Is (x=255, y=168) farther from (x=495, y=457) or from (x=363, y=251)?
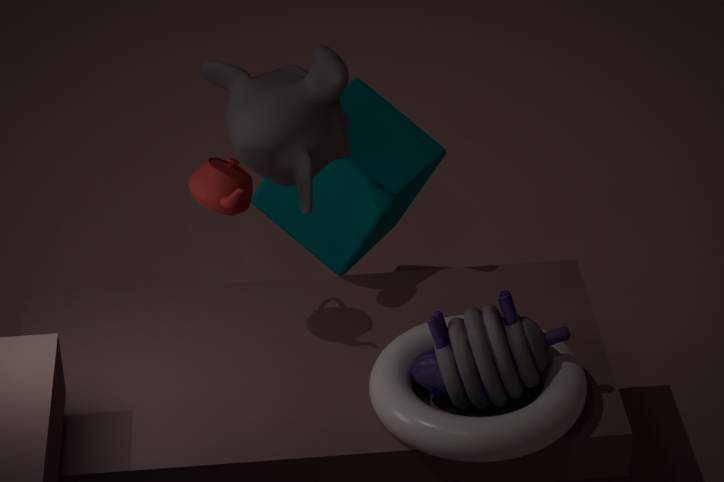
(x=495, y=457)
